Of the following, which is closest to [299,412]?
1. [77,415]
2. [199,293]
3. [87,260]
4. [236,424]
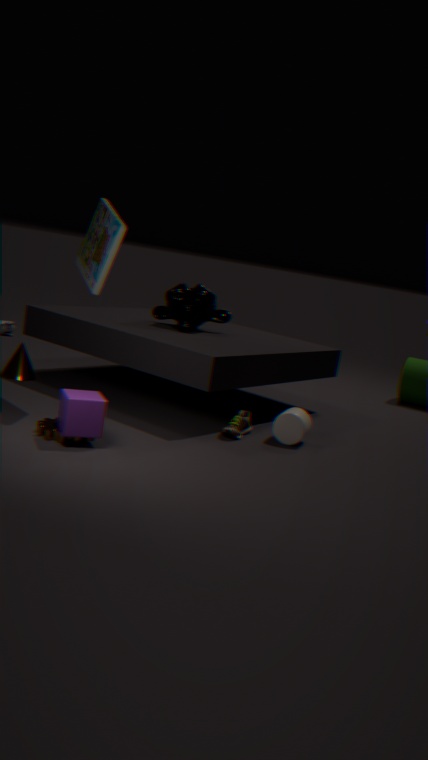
[236,424]
